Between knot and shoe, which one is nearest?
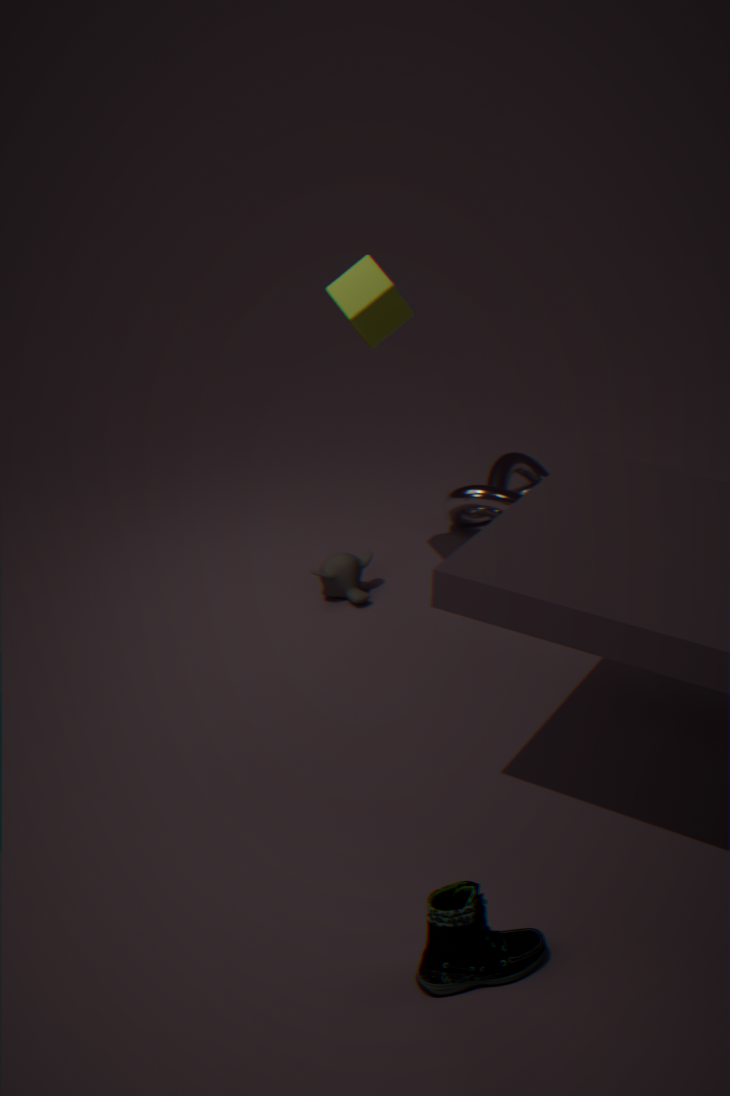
shoe
